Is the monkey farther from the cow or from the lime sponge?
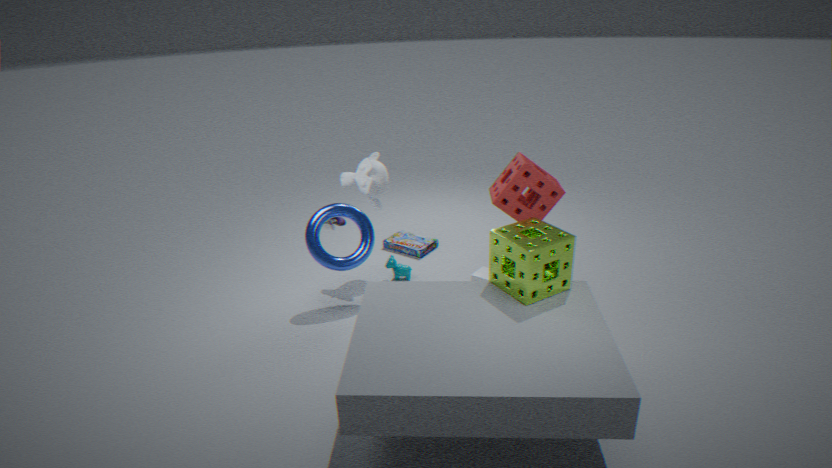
the lime sponge
